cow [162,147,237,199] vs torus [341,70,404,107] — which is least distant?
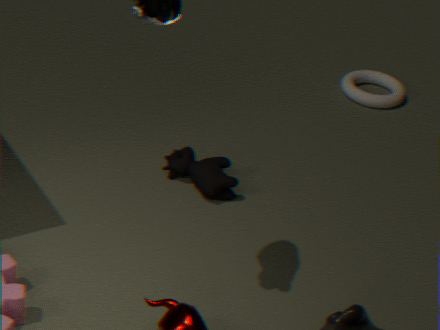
cow [162,147,237,199]
